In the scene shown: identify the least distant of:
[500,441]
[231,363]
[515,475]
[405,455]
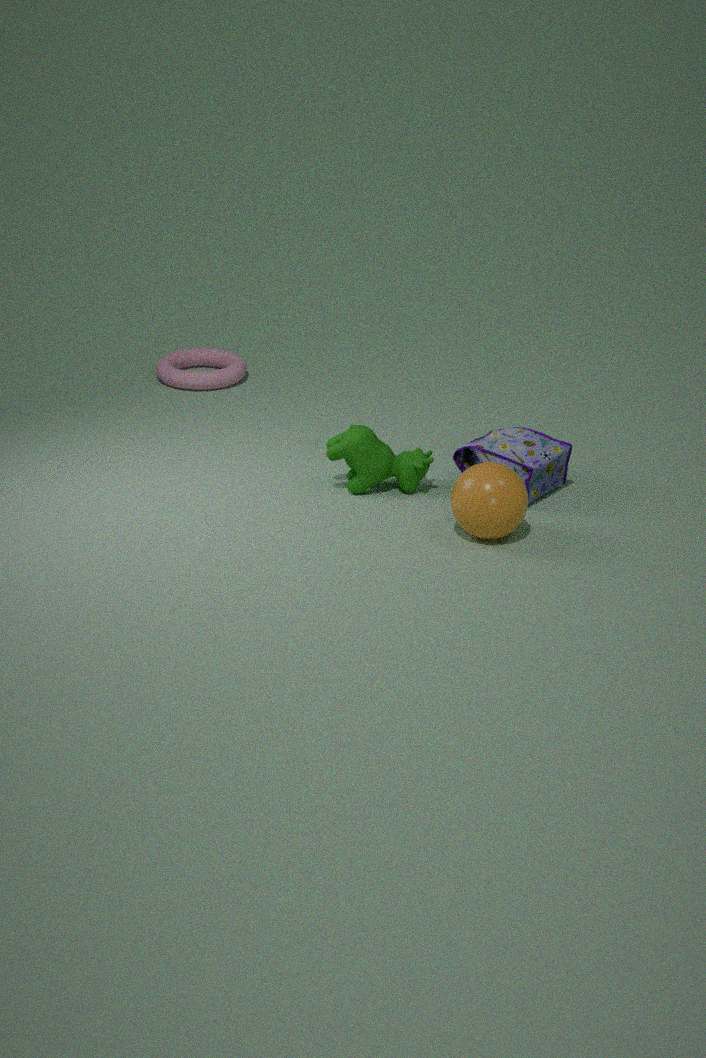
[515,475]
